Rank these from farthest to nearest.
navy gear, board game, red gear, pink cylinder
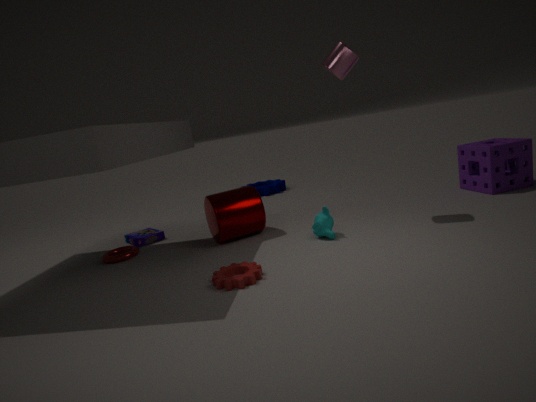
navy gear, board game, pink cylinder, red gear
